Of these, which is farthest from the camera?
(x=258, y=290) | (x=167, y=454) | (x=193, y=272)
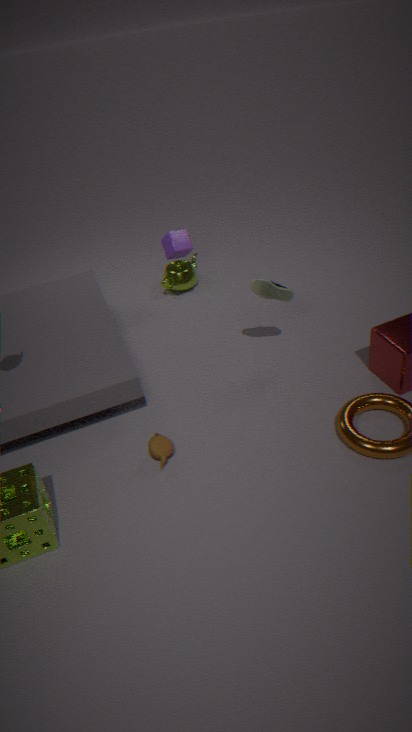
(x=193, y=272)
